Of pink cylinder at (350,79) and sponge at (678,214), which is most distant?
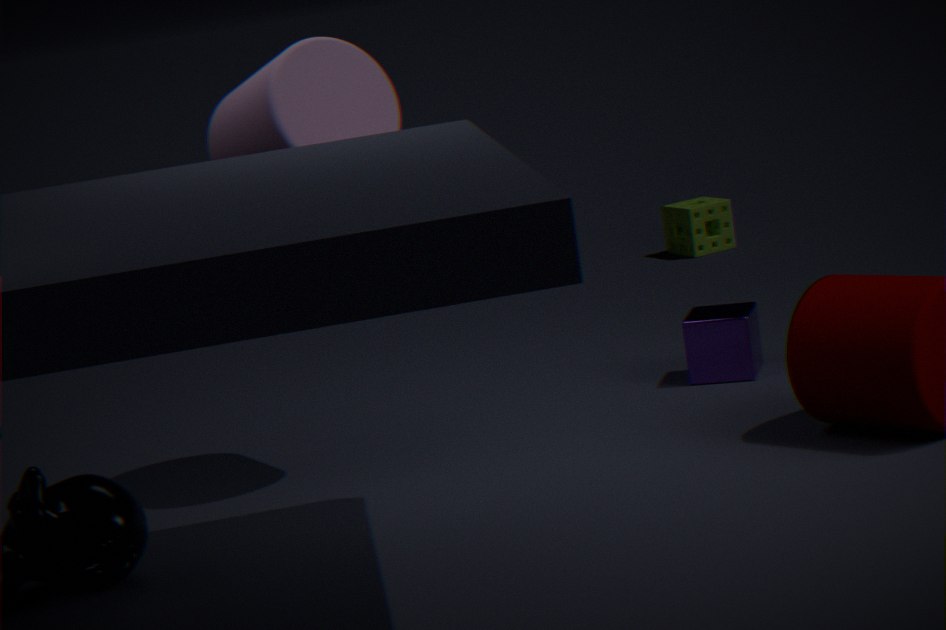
sponge at (678,214)
